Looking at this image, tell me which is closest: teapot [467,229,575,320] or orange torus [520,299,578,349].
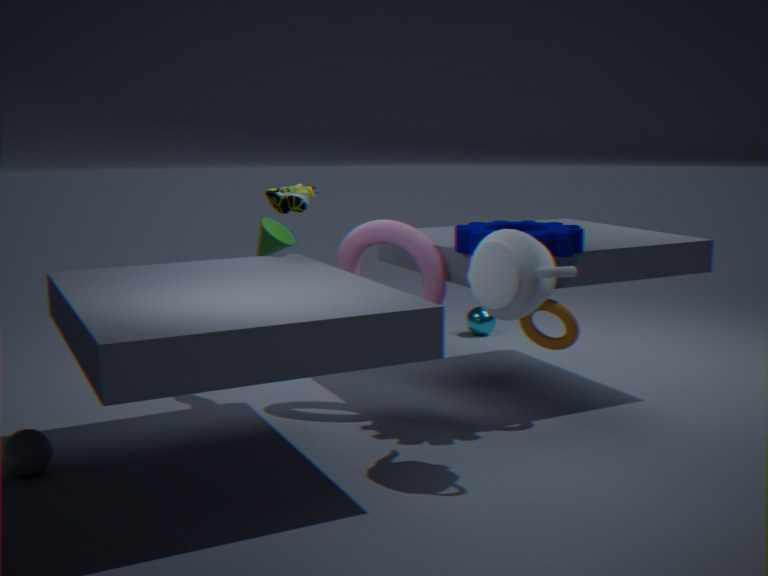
teapot [467,229,575,320]
